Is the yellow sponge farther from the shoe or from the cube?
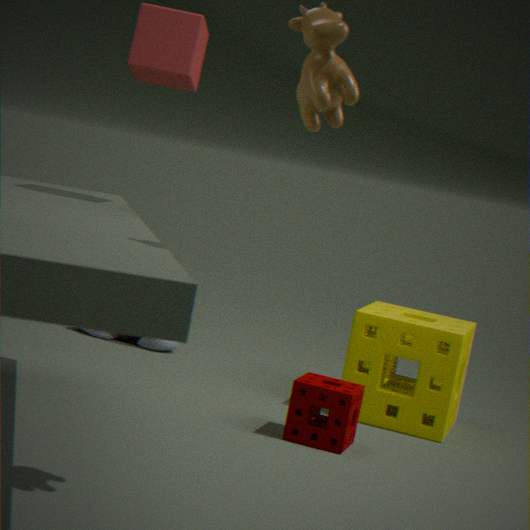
the cube
